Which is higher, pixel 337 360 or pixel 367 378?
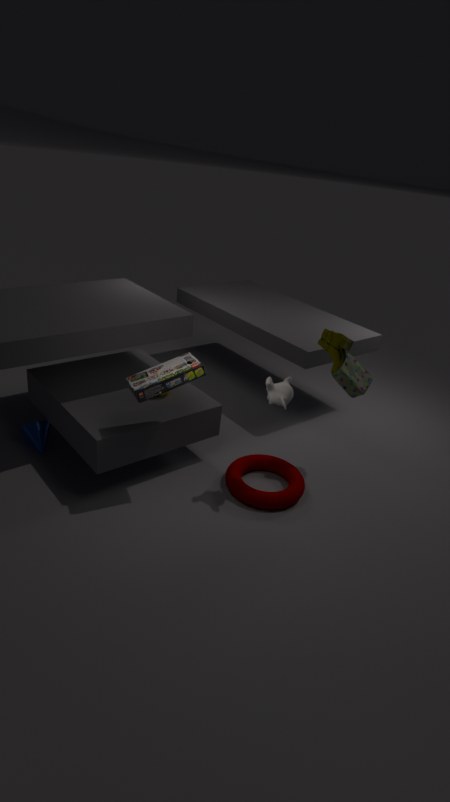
pixel 337 360
